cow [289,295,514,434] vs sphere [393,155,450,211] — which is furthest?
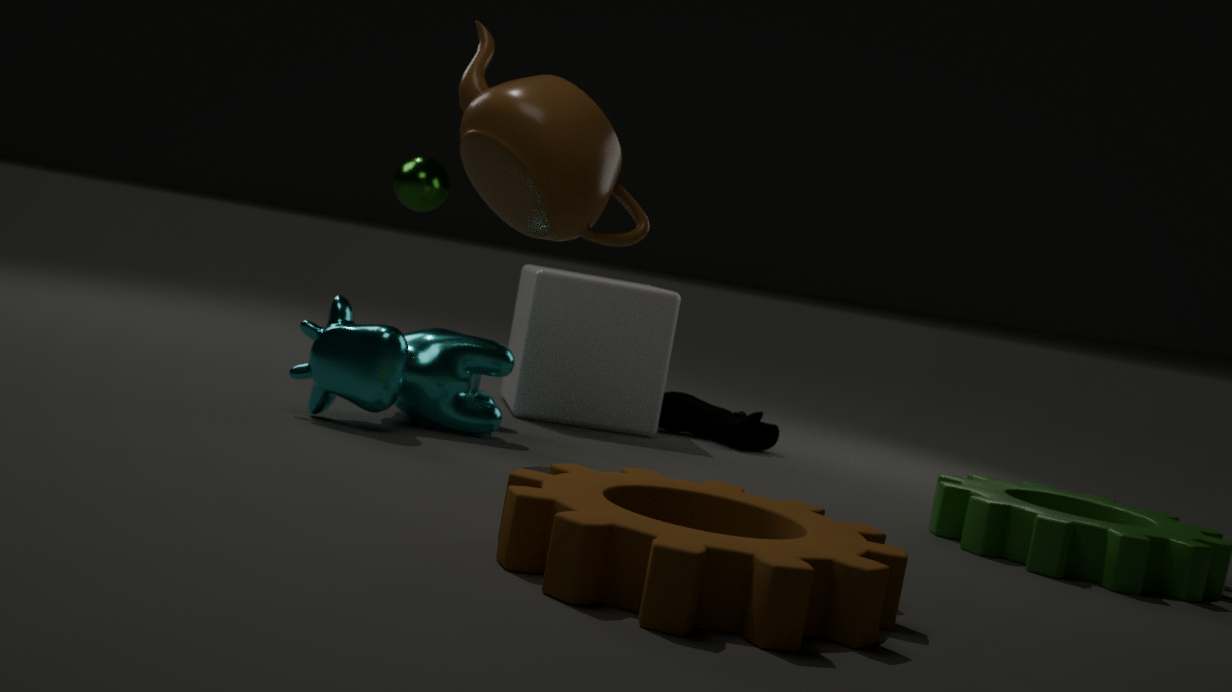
sphere [393,155,450,211]
